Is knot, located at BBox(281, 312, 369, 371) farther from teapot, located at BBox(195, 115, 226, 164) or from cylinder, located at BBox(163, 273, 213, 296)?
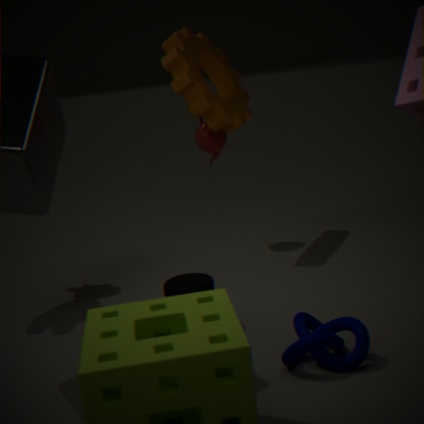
teapot, located at BBox(195, 115, 226, 164)
